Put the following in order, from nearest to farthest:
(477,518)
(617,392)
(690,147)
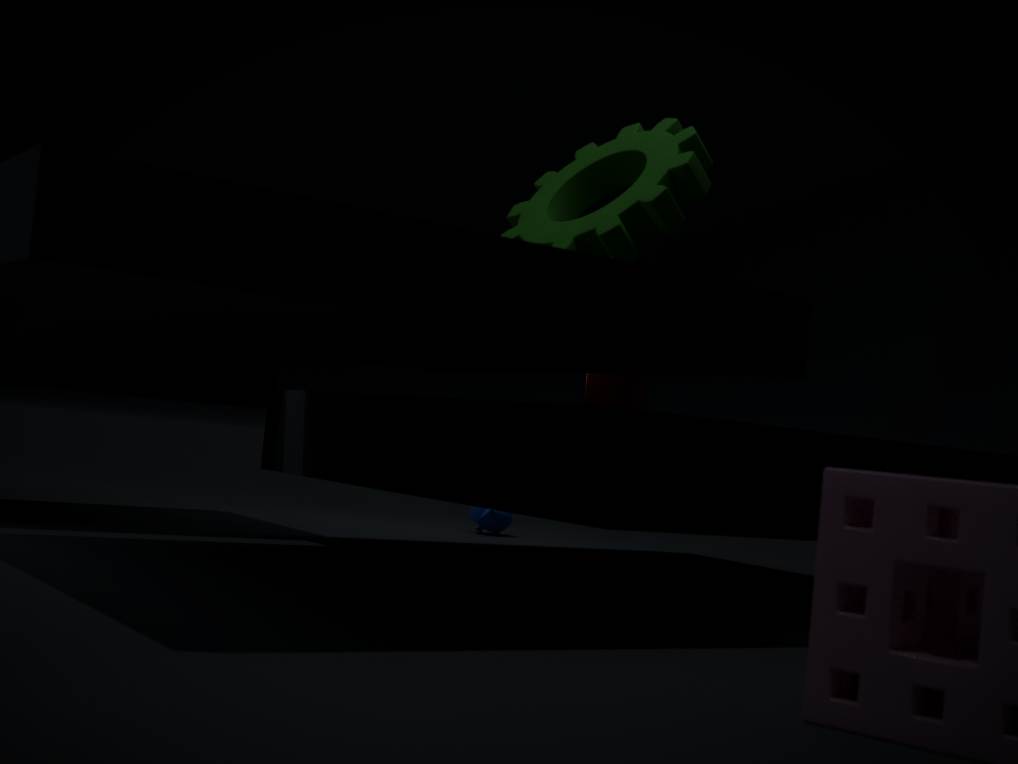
(690,147) → (617,392) → (477,518)
